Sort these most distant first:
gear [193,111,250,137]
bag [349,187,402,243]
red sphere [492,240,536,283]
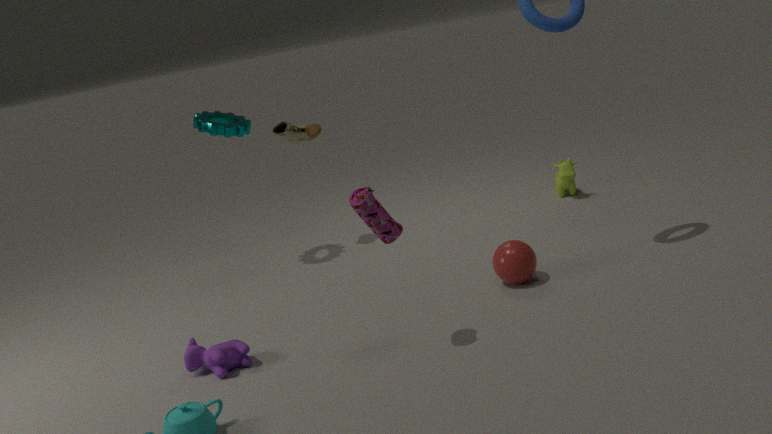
1. gear [193,111,250,137]
2. red sphere [492,240,536,283]
3. bag [349,187,402,243]
